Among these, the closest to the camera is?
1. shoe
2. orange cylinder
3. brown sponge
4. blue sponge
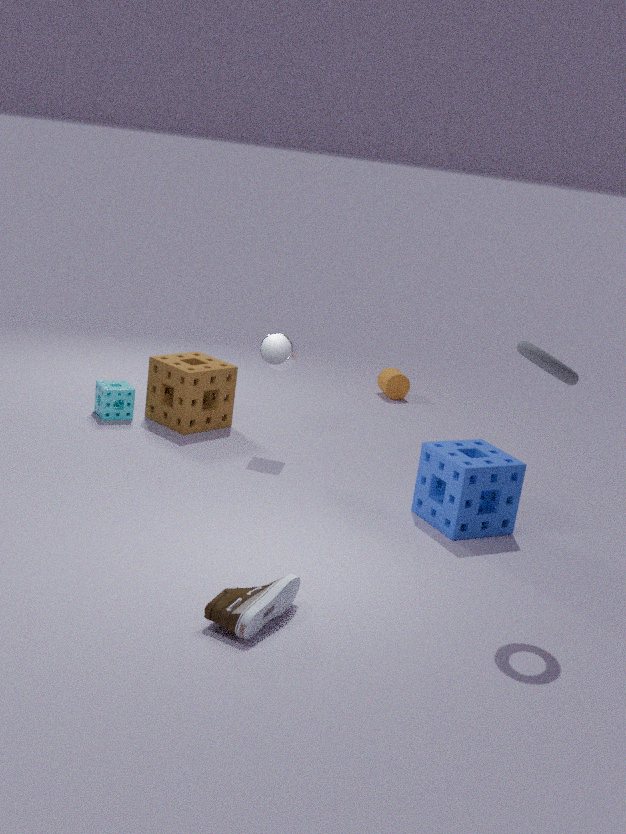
shoe
